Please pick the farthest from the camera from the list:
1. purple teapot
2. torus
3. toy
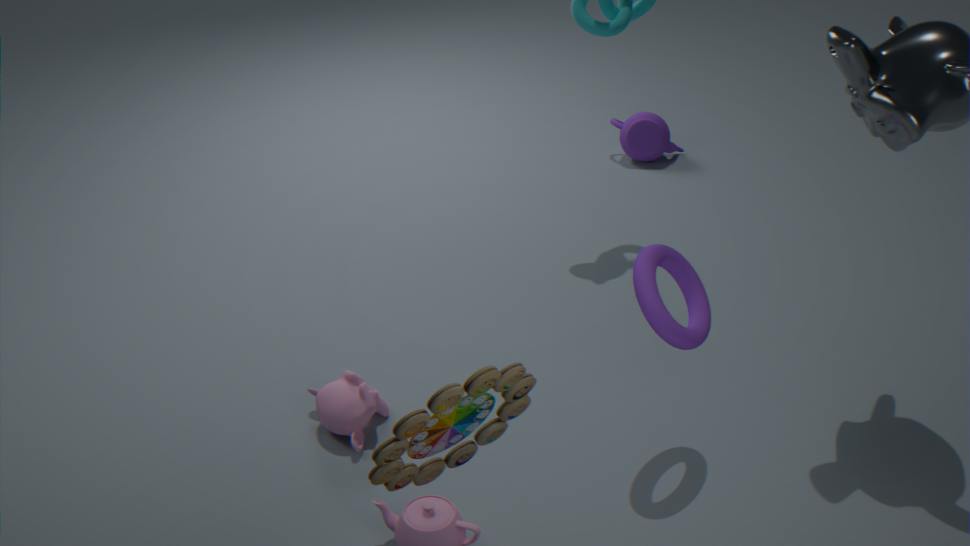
purple teapot
